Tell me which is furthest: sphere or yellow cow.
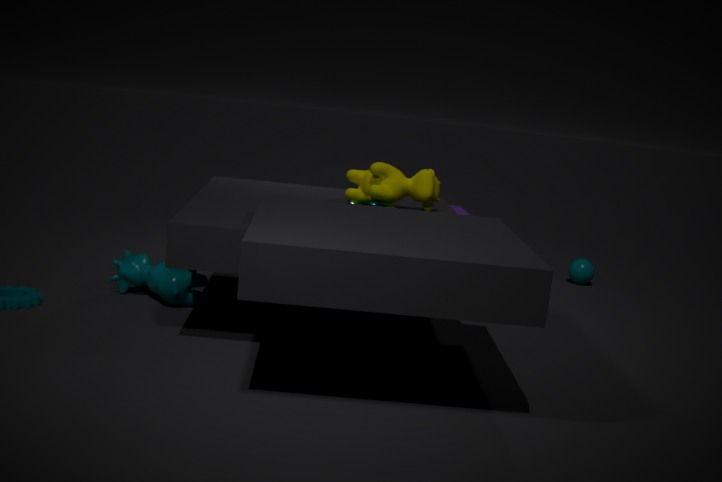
sphere
